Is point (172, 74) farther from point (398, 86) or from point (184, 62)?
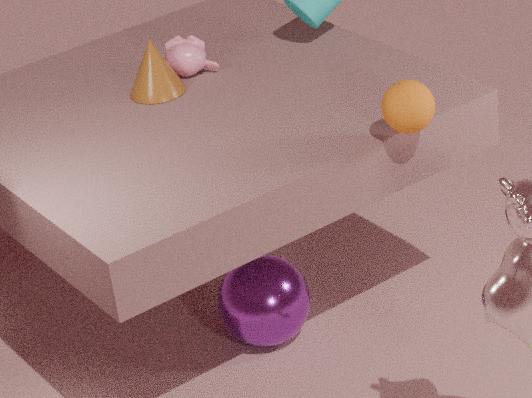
point (398, 86)
